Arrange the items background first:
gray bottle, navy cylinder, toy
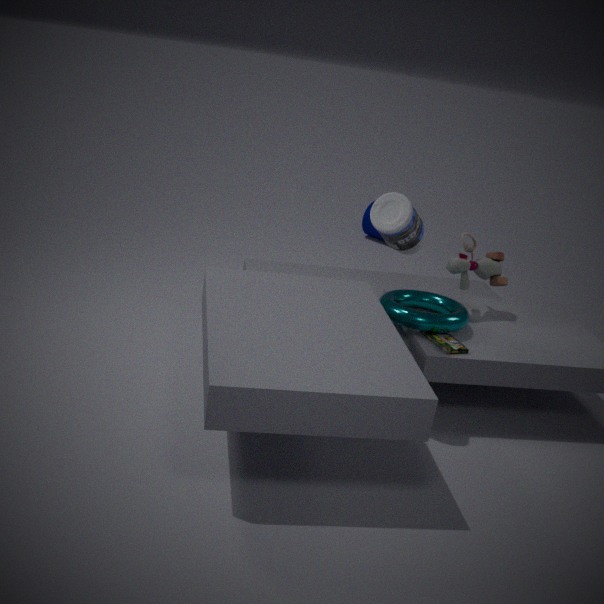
navy cylinder → toy → gray bottle
